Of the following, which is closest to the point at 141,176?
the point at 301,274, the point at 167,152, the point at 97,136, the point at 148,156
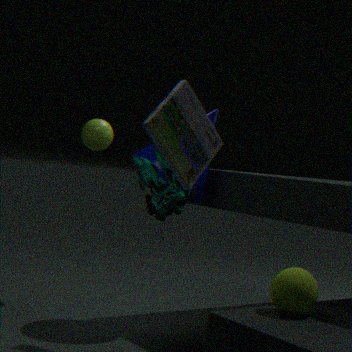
the point at 148,156
